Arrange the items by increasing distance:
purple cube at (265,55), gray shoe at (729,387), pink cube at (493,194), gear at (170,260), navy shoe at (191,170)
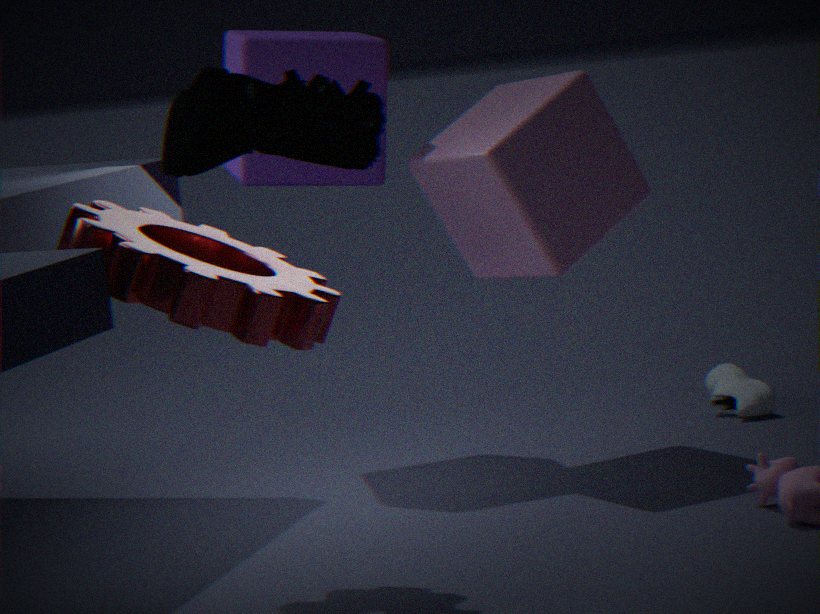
navy shoe at (191,170), gear at (170,260), pink cube at (493,194), purple cube at (265,55), gray shoe at (729,387)
